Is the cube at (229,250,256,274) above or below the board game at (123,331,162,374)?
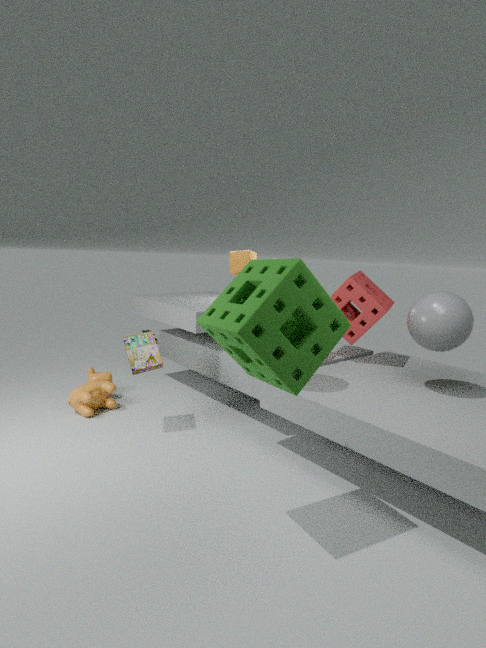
above
